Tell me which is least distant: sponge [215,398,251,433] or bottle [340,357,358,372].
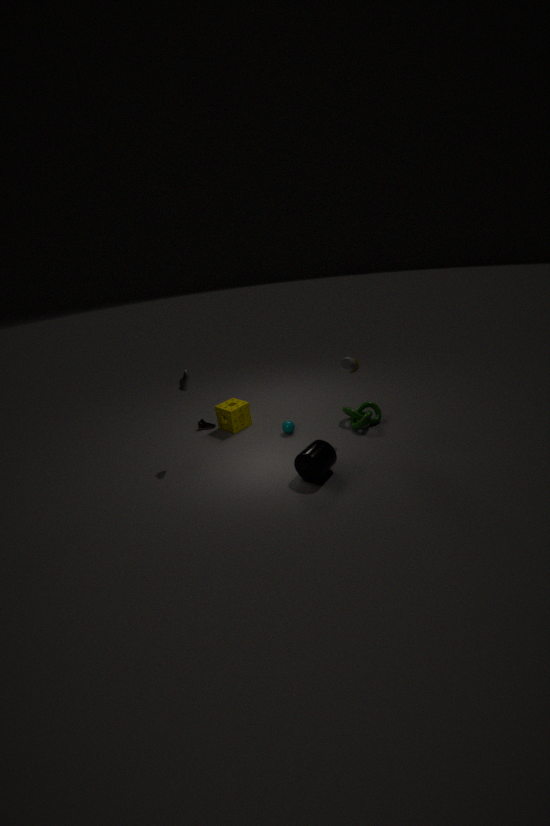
bottle [340,357,358,372]
